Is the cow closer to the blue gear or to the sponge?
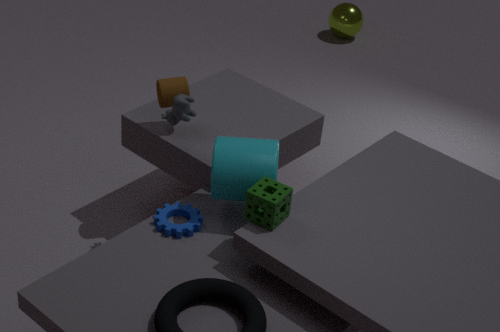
the blue gear
